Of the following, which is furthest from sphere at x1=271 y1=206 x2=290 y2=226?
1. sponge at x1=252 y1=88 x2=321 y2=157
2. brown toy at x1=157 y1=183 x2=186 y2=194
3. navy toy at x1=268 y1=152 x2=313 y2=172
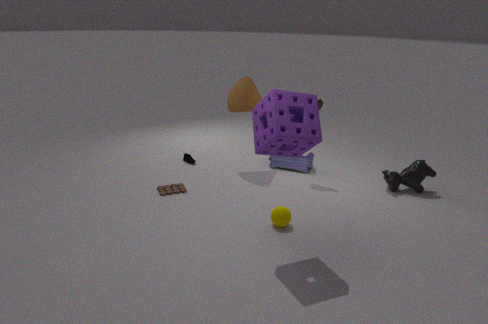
navy toy at x1=268 y1=152 x2=313 y2=172
